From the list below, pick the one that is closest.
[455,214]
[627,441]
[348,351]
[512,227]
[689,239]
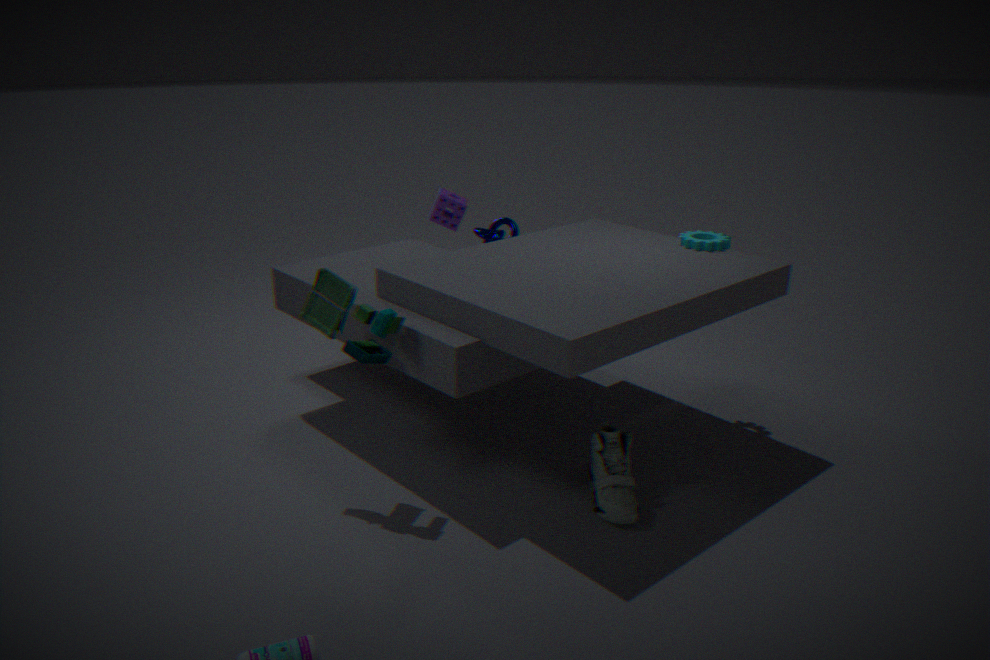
[348,351]
